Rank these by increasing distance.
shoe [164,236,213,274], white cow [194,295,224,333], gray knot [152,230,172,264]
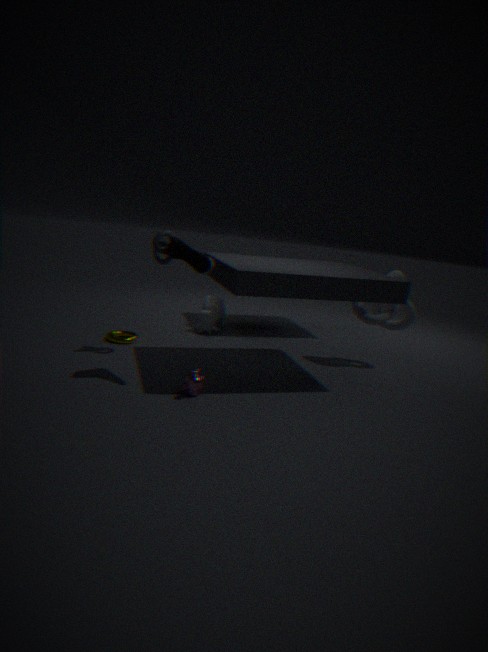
1. shoe [164,236,213,274]
2. gray knot [152,230,172,264]
3. white cow [194,295,224,333]
